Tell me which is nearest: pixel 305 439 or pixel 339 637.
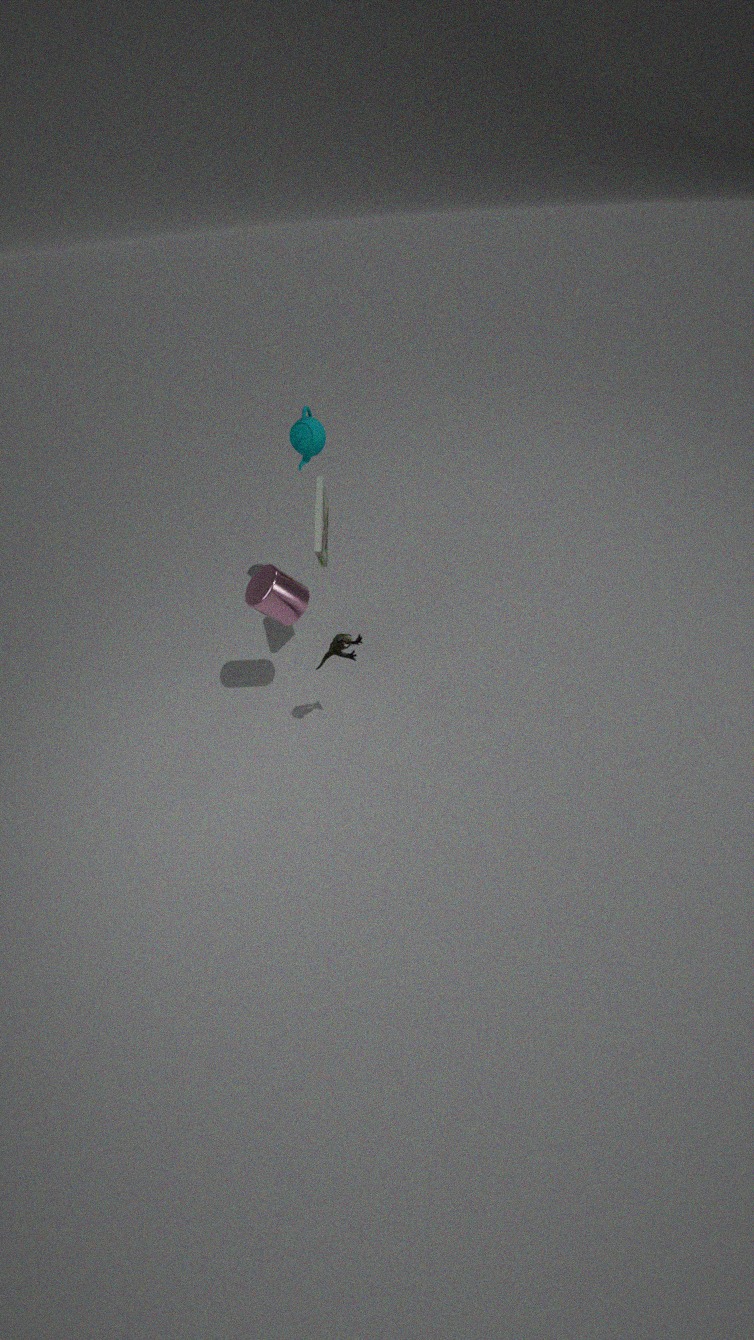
pixel 339 637
